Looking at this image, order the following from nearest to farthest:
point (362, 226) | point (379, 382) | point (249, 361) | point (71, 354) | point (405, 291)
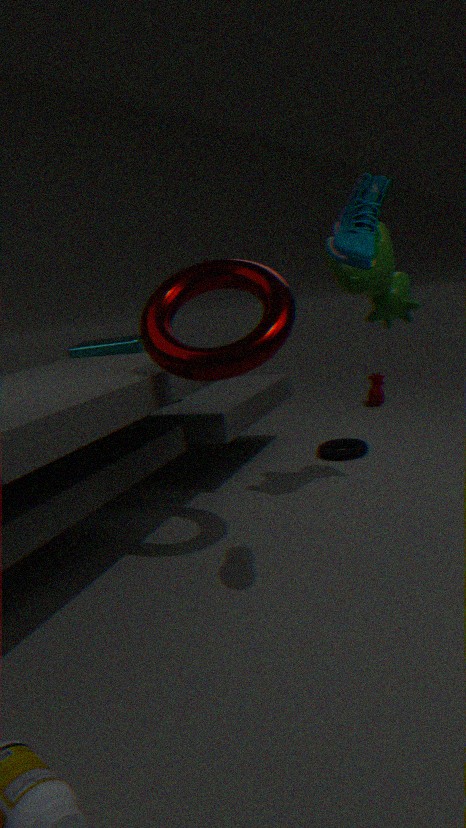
point (362, 226) < point (249, 361) < point (405, 291) < point (71, 354) < point (379, 382)
